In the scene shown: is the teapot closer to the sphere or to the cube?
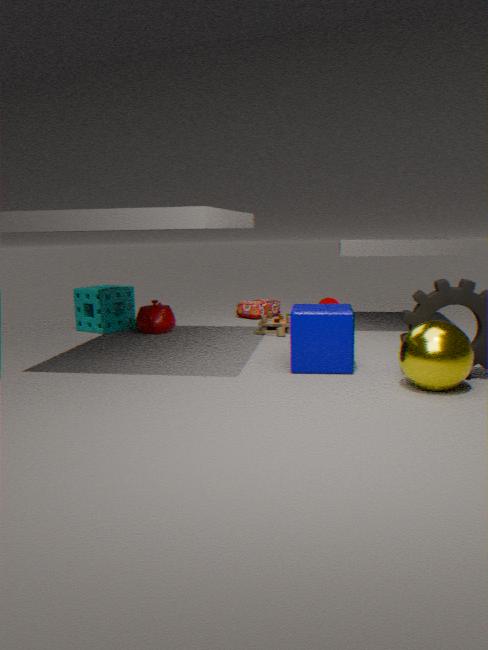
the cube
